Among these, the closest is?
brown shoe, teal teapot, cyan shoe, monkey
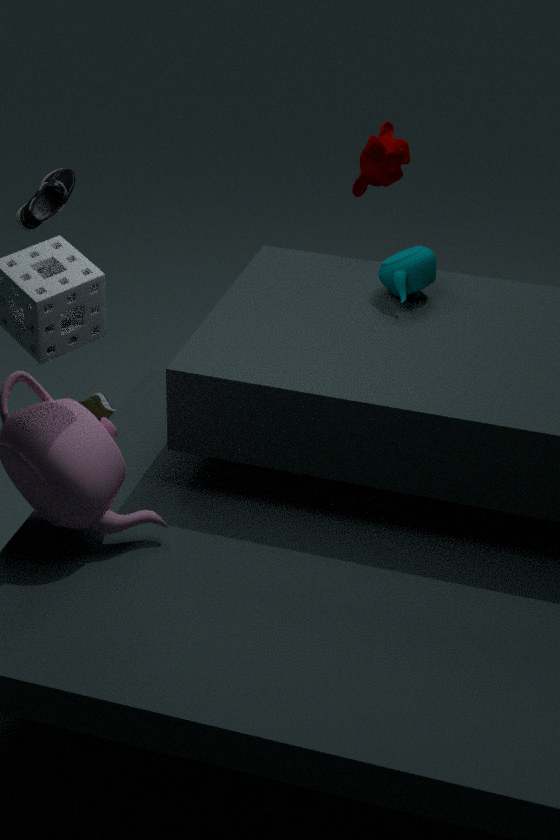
teal teapot
